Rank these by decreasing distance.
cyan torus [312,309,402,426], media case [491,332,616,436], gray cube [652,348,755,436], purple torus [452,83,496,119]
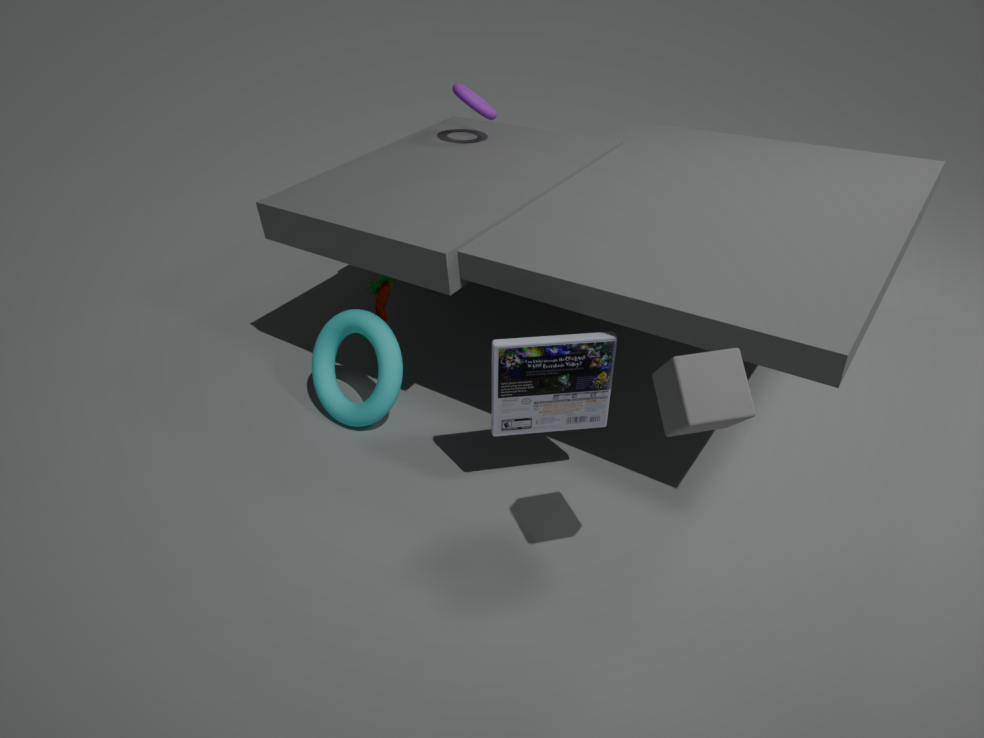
purple torus [452,83,496,119] → cyan torus [312,309,402,426] → media case [491,332,616,436] → gray cube [652,348,755,436]
